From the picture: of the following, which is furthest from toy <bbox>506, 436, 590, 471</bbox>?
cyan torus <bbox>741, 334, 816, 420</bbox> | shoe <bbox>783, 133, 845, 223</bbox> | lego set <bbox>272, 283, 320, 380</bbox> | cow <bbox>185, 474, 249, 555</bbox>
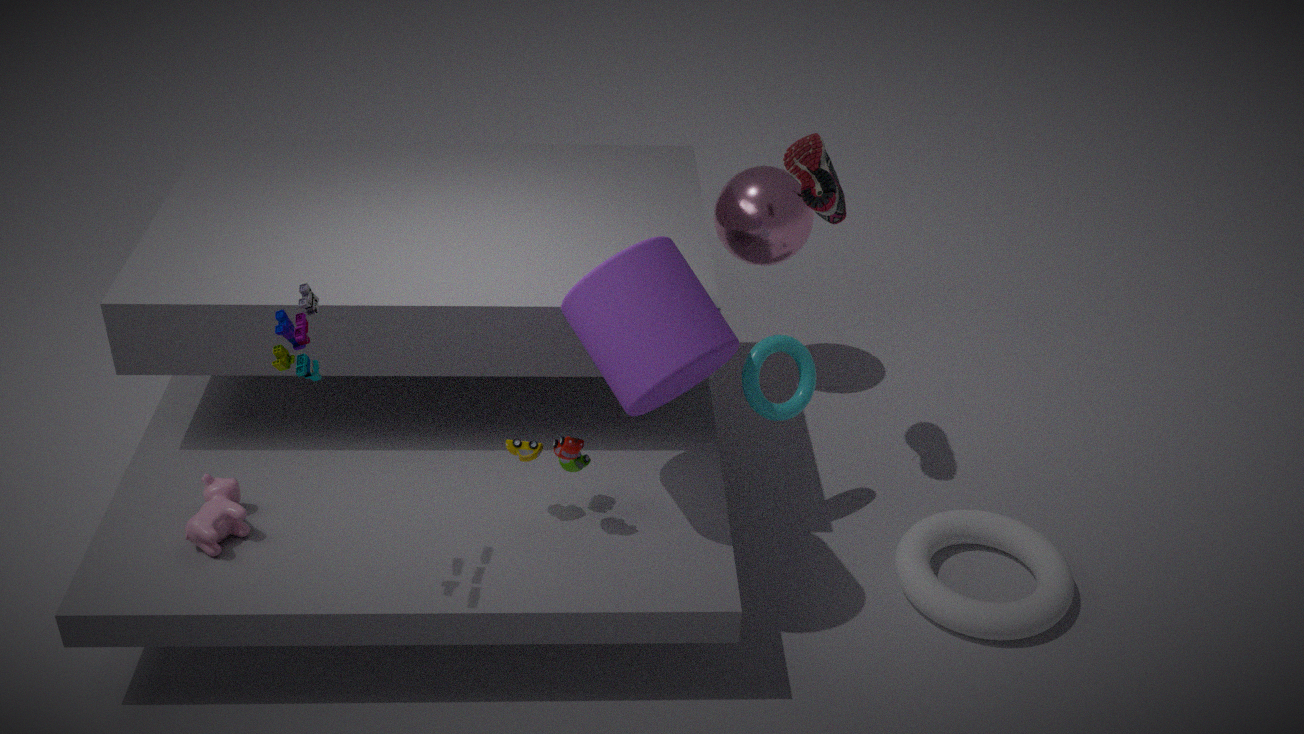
shoe <bbox>783, 133, 845, 223</bbox>
